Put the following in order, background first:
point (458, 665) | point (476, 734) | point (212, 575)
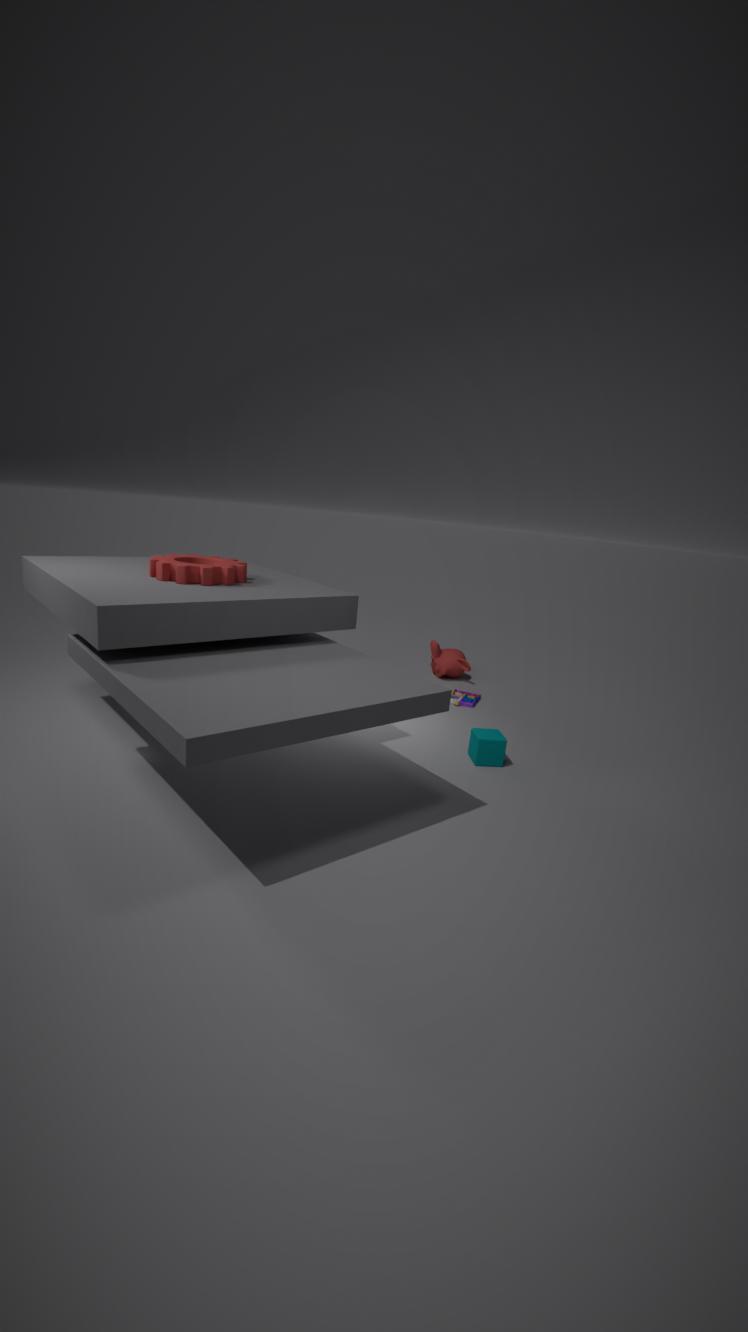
point (458, 665) < point (476, 734) < point (212, 575)
